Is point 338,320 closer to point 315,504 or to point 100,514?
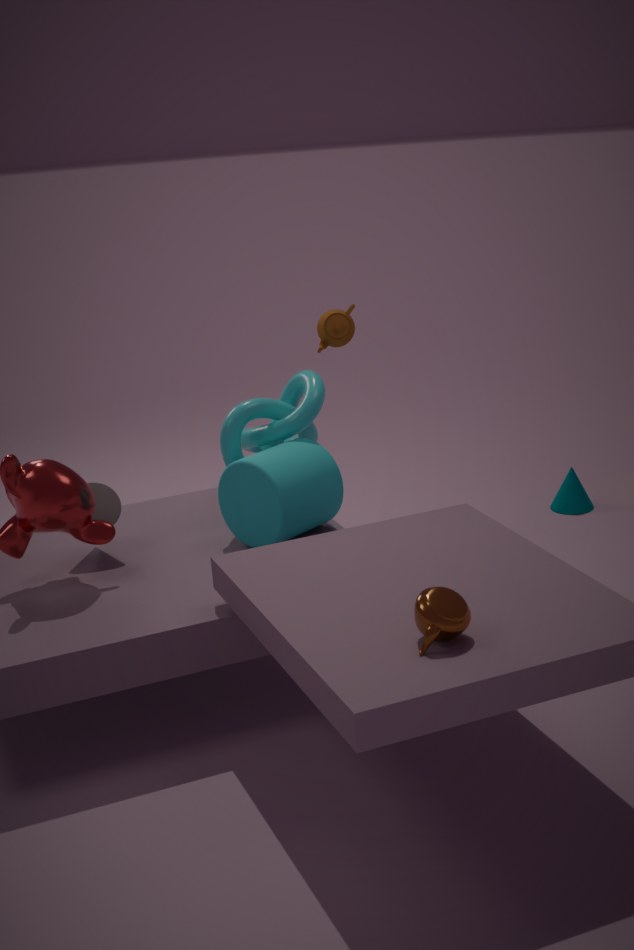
point 315,504
